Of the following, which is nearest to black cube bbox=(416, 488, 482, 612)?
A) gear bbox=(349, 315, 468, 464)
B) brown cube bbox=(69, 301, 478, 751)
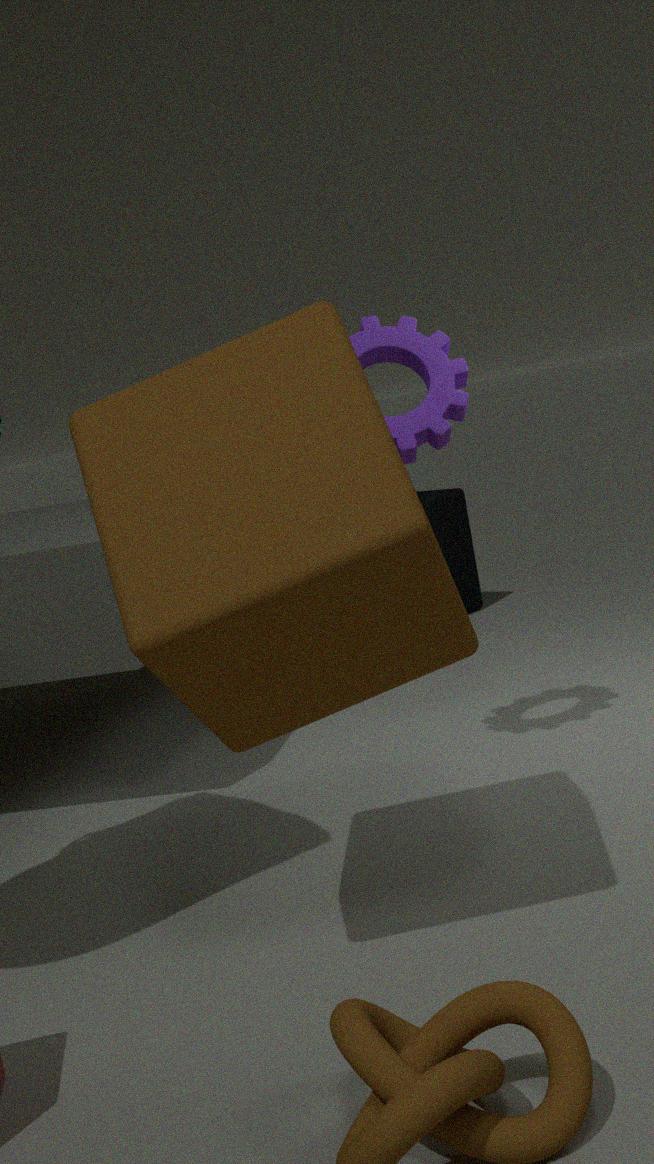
gear bbox=(349, 315, 468, 464)
